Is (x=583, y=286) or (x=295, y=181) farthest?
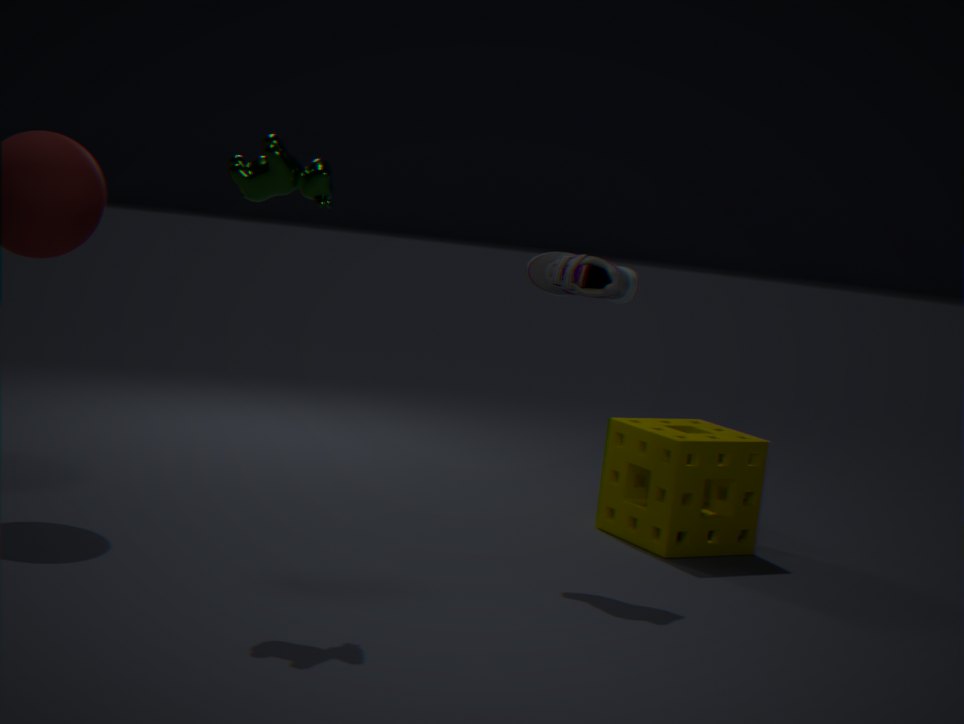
(x=583, y=286)
